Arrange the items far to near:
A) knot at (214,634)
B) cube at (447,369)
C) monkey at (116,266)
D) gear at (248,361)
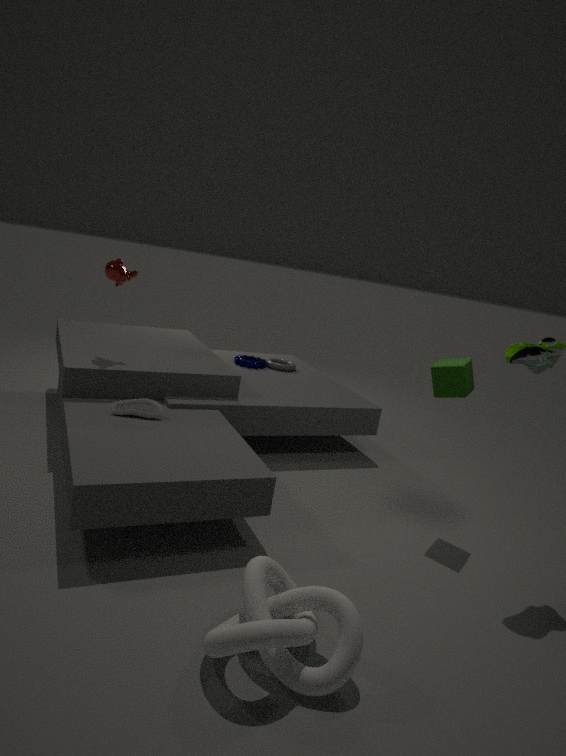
gear at (248,361) → monkey at (116,266) → cube at (447,369) → knot at (214,634)
